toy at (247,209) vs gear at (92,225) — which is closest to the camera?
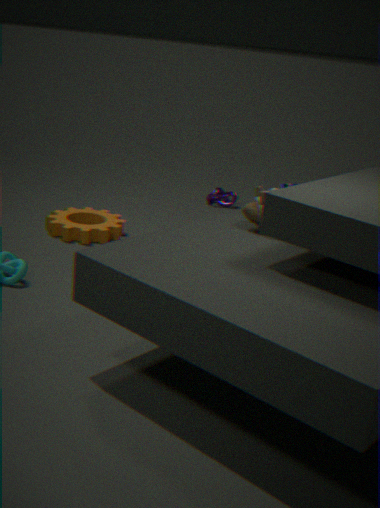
toy at (247,209)
